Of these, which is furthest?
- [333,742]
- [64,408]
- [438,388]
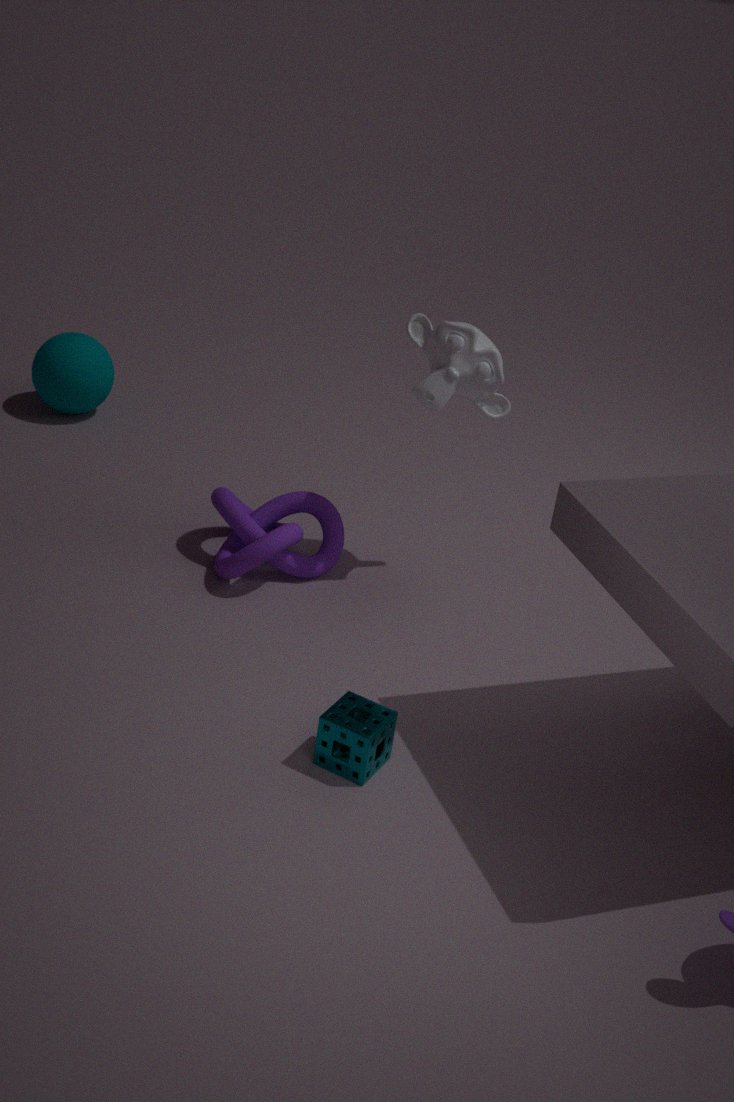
[64,408]
